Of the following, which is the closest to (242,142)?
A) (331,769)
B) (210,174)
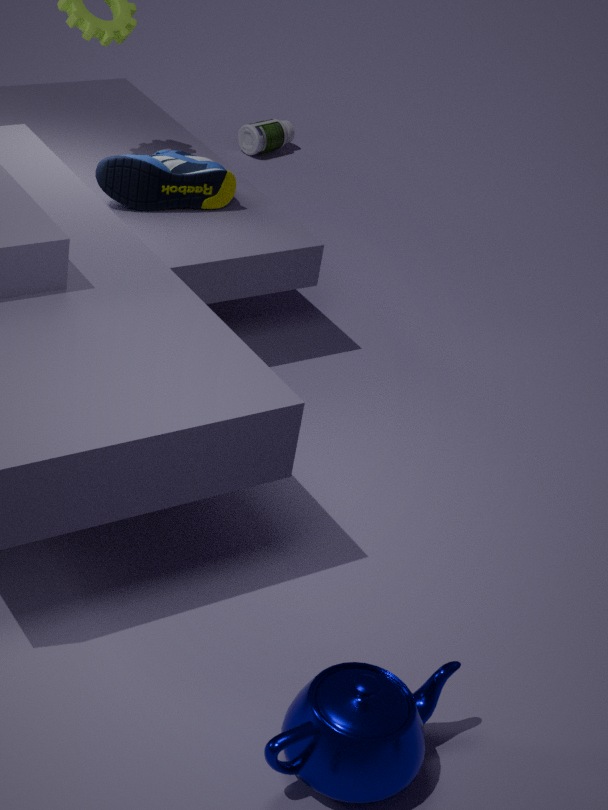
(210,174)
